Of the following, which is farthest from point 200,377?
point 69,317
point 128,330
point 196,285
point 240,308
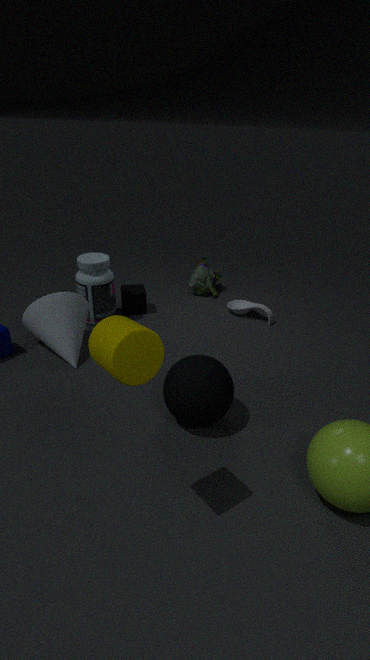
point 196,285
